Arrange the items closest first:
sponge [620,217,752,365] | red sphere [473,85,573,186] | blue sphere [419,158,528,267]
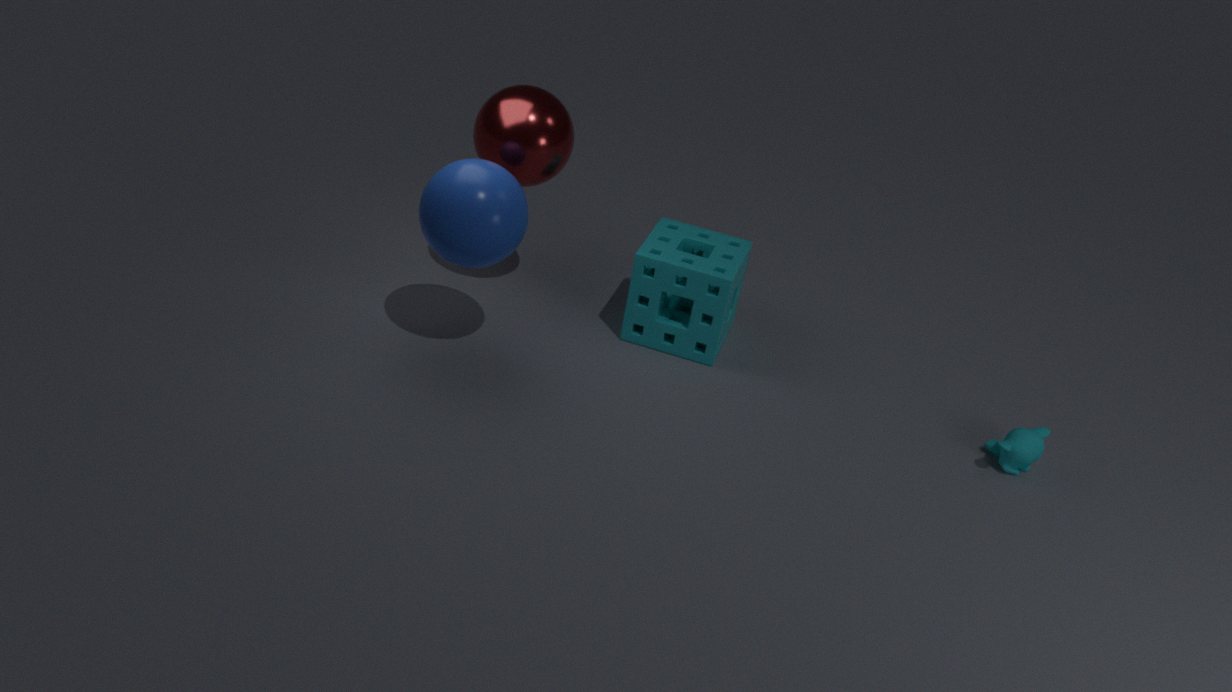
blue sphere [419,158,528,267], red sphere [473,85,573,186], sponge [620,217,752,365]
